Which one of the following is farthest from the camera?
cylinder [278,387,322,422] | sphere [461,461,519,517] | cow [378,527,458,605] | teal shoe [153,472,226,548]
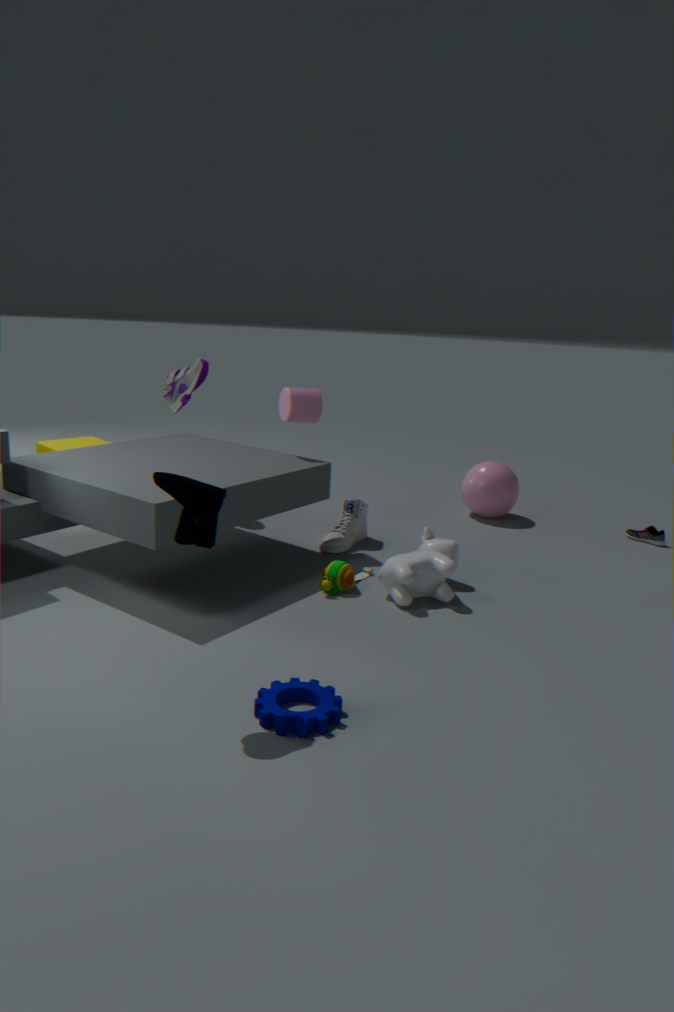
sphere [461,461,519,517]
